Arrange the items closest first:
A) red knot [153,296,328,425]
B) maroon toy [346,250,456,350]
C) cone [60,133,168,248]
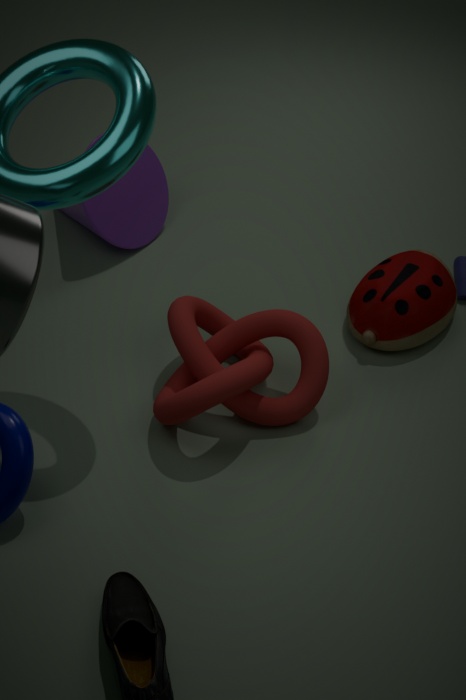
red knot [153,296,328,425] < maroon toy [346,250,456,350] < cone [60,133,168,248]
